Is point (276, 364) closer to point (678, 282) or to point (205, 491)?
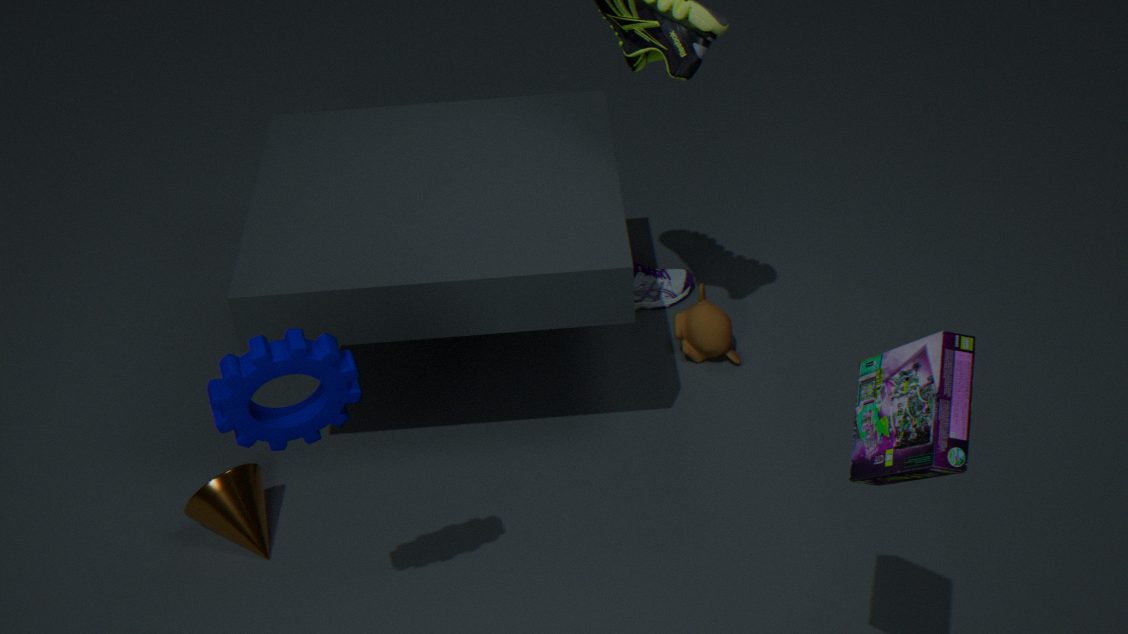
point (205, 491)
